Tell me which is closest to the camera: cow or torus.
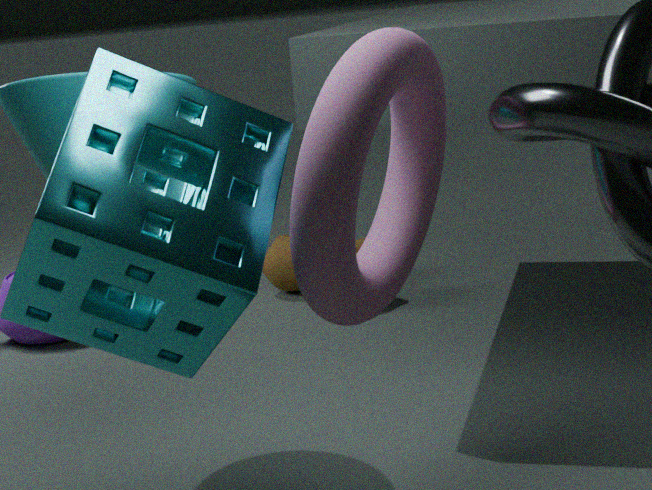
torus
